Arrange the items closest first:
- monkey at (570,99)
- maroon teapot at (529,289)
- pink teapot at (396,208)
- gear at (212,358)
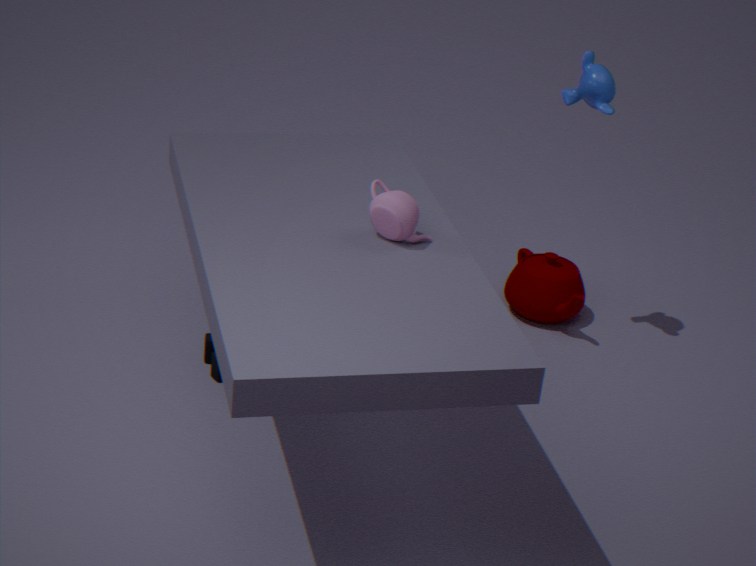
pink teapot at (396,208)
gear at (212,358)
monkey at (570,99)
maroon teapot at (529,289)
